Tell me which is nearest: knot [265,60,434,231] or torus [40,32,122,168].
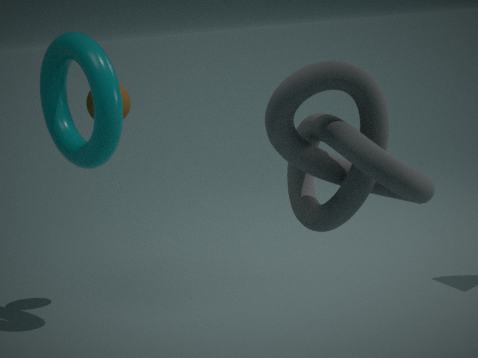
knot [265,60,434,231]
